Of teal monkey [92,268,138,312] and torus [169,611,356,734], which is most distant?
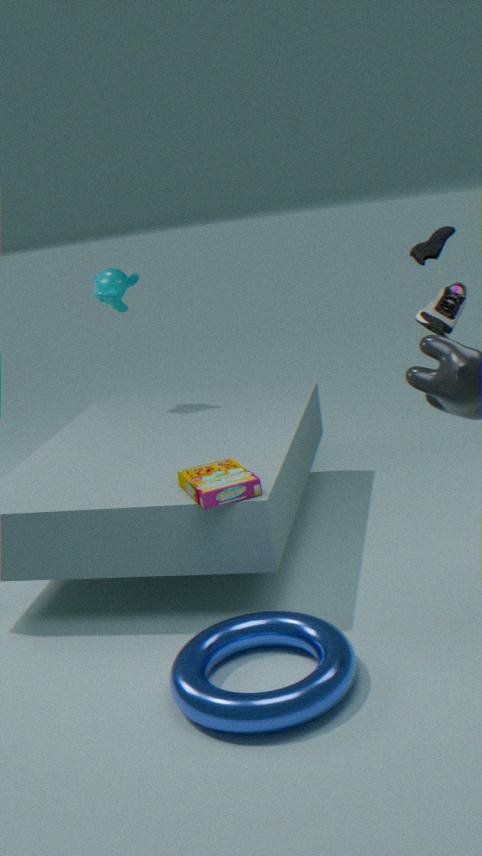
teal monkey [92,268,138,312]
